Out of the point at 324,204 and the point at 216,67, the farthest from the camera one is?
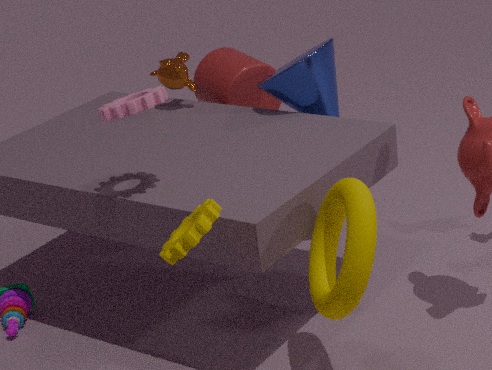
the point at 216,67
